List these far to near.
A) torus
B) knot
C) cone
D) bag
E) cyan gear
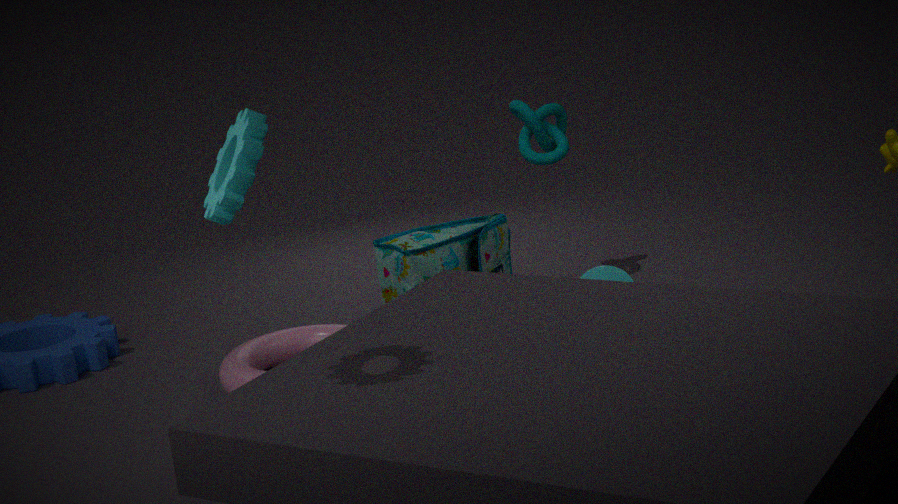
1. knot
2. cone
3. bag
4. torus
5. cyan gear
